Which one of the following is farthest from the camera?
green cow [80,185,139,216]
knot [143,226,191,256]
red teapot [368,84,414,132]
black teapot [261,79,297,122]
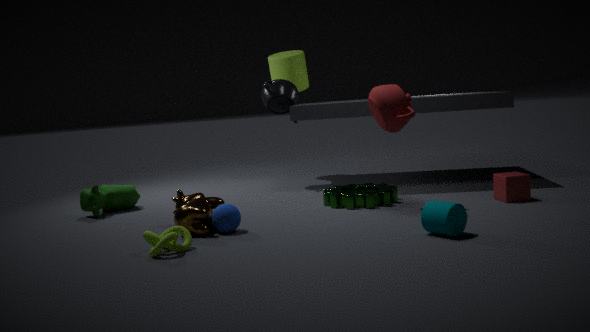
black teapot [261,79,297,122]
